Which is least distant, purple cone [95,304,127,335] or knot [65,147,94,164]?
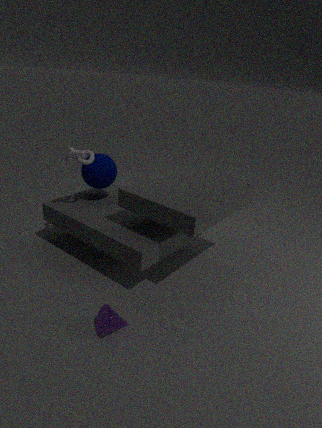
purple cone [95,304,127,335]
